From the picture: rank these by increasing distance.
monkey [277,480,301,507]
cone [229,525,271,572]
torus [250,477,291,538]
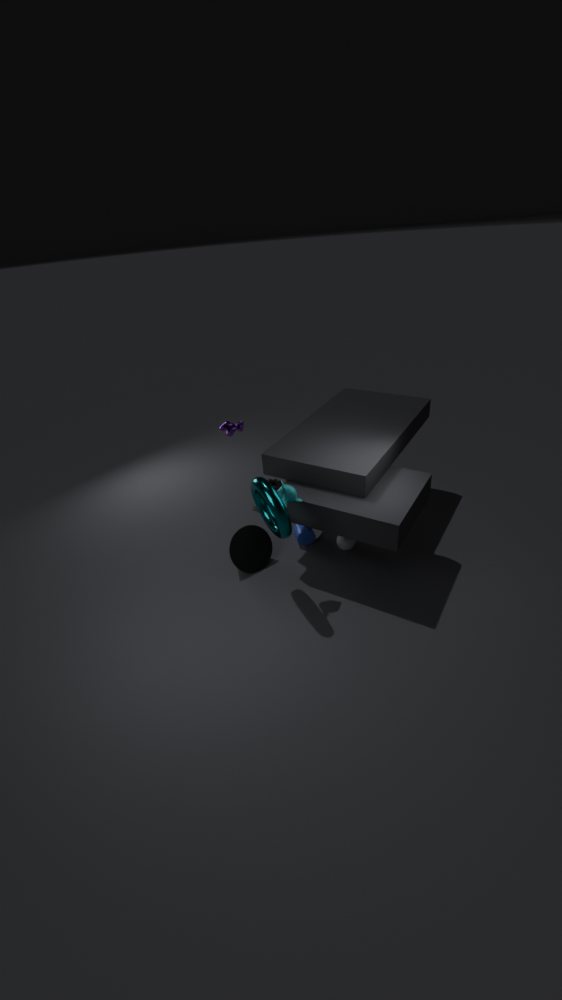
torus [250,477,291,538], monkey [277,480,301,507], cone [229,525,271,572]
